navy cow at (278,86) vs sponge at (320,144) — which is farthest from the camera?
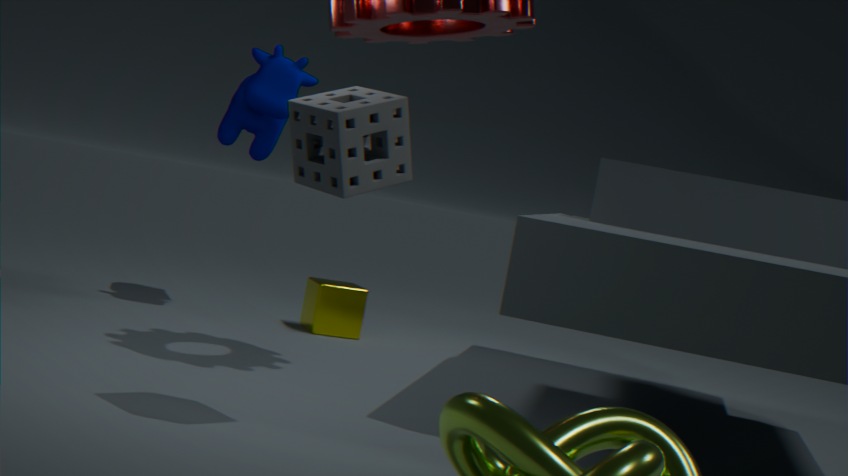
navy cow at (278,86)
